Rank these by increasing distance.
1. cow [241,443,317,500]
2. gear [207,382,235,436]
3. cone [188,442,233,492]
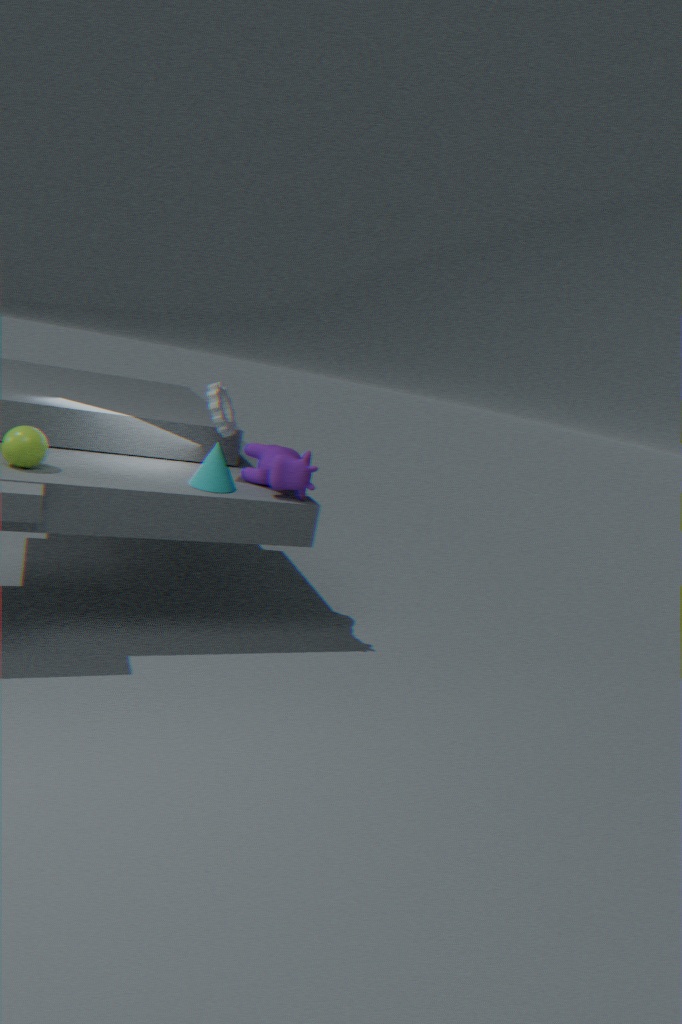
cone [188,442,233,492] → cow [241,443,317,500] → gear [207,382,235,436]
